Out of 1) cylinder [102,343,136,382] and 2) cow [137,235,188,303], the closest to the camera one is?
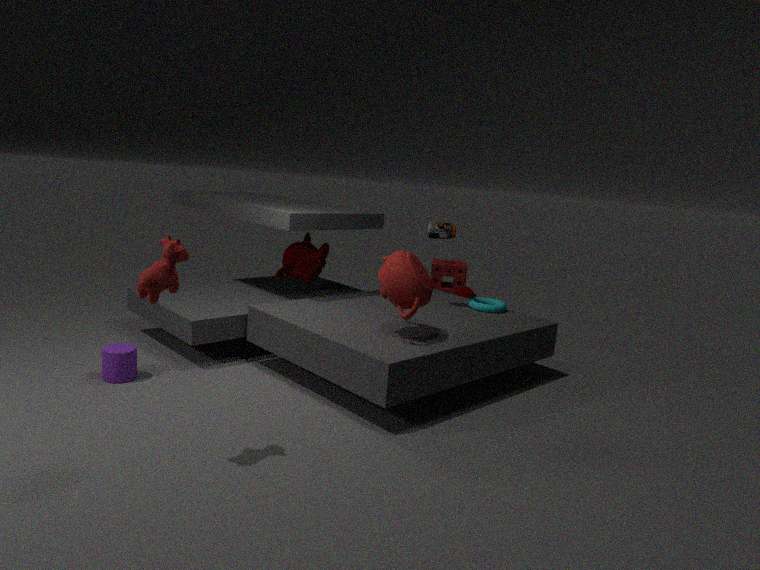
2. cow [137,235,188,303]
